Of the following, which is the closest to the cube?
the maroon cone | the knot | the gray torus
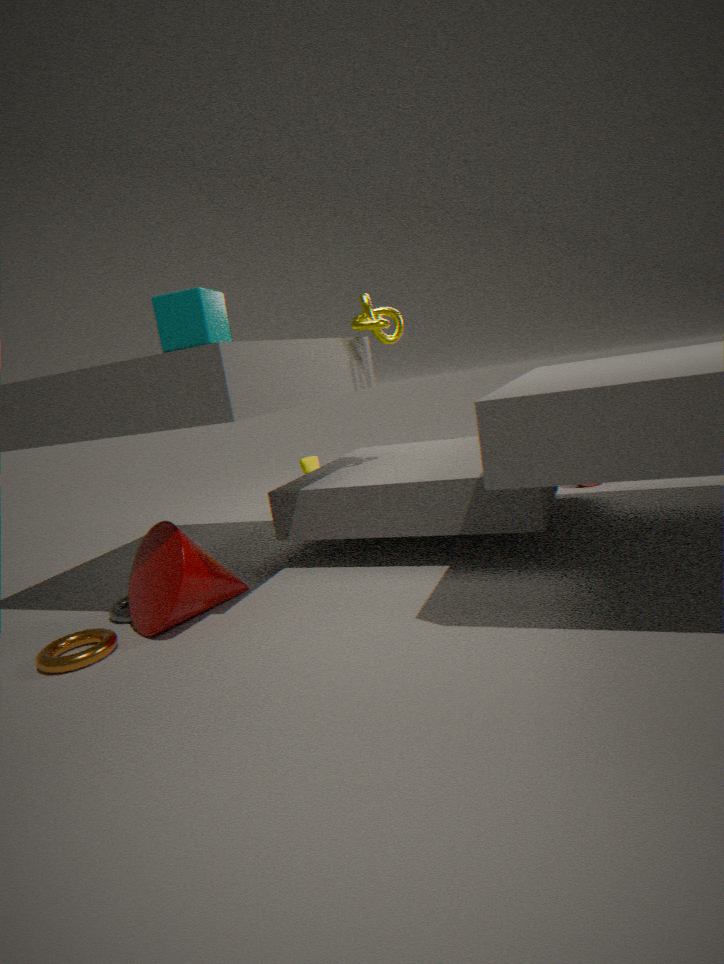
the maroon cone
